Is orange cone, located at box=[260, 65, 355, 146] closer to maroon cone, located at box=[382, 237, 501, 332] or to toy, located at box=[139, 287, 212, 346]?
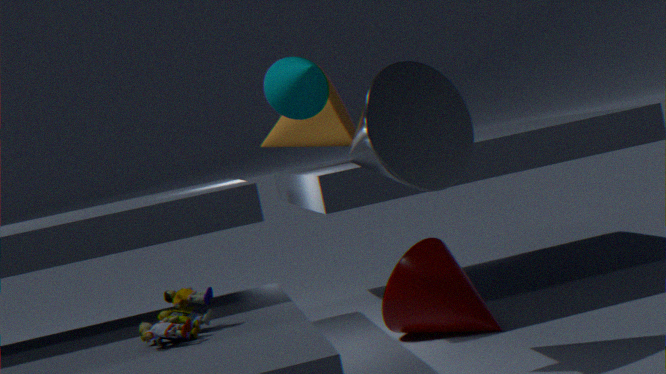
maroon cone, located at box=[382, 237, 501, 332]
